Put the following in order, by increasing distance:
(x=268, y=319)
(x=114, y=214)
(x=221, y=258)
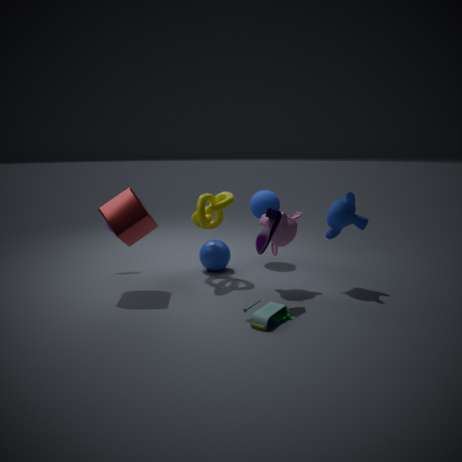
(x=268, y=319)
(x=114, y=214)
(x=221, y=258)
